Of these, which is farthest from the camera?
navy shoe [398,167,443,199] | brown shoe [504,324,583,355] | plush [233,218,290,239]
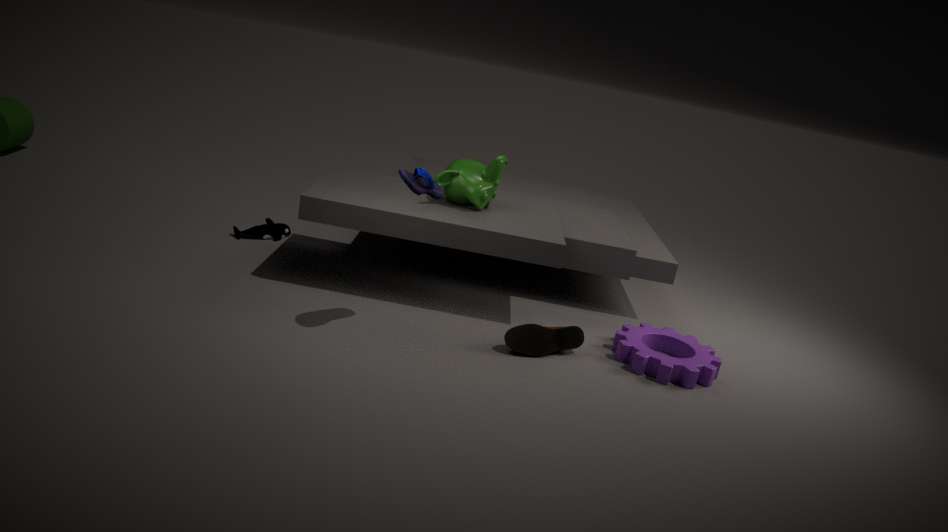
plush [233,218,290,239]
